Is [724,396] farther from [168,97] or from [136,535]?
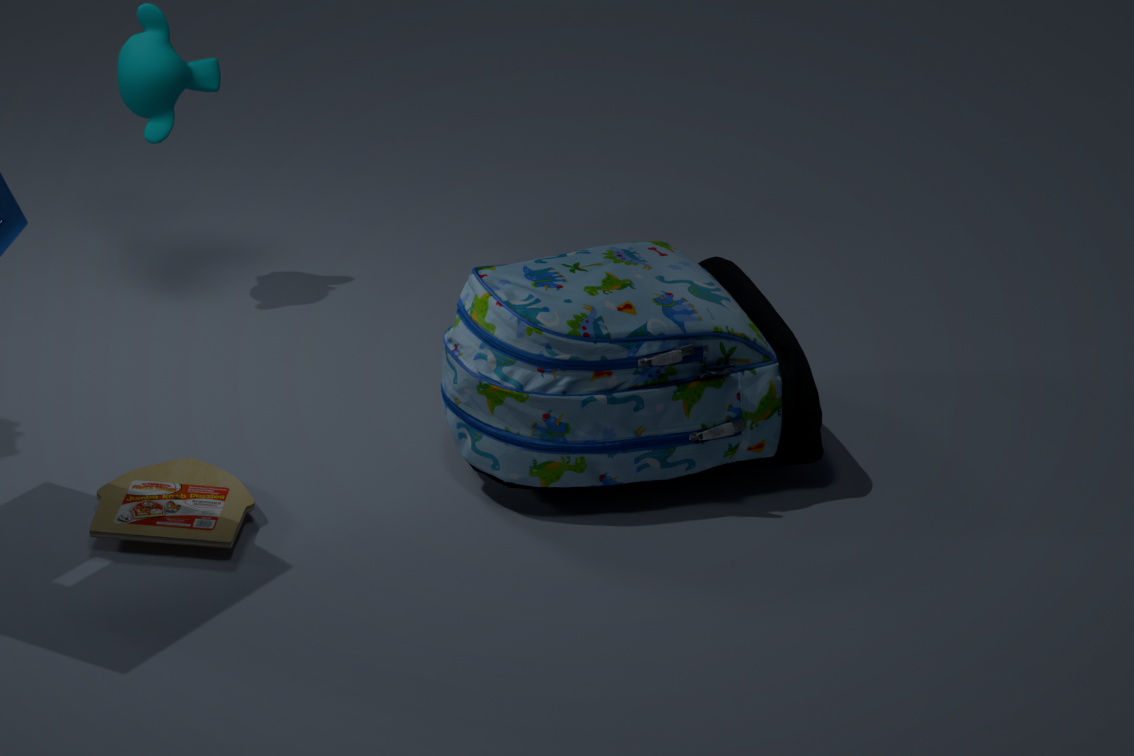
[168,97]
